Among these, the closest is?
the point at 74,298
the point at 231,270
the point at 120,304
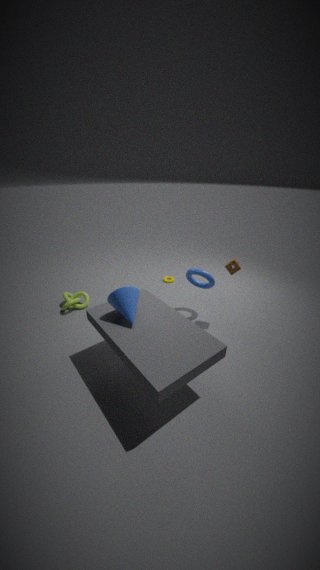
the point at 120,304
